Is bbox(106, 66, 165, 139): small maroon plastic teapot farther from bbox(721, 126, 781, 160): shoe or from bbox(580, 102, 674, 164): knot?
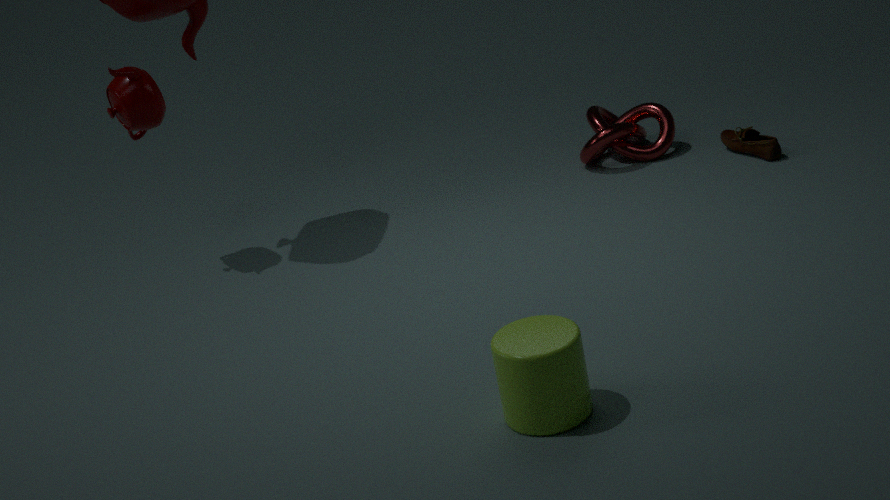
bbox(721, 126, 781, 160): shoe
